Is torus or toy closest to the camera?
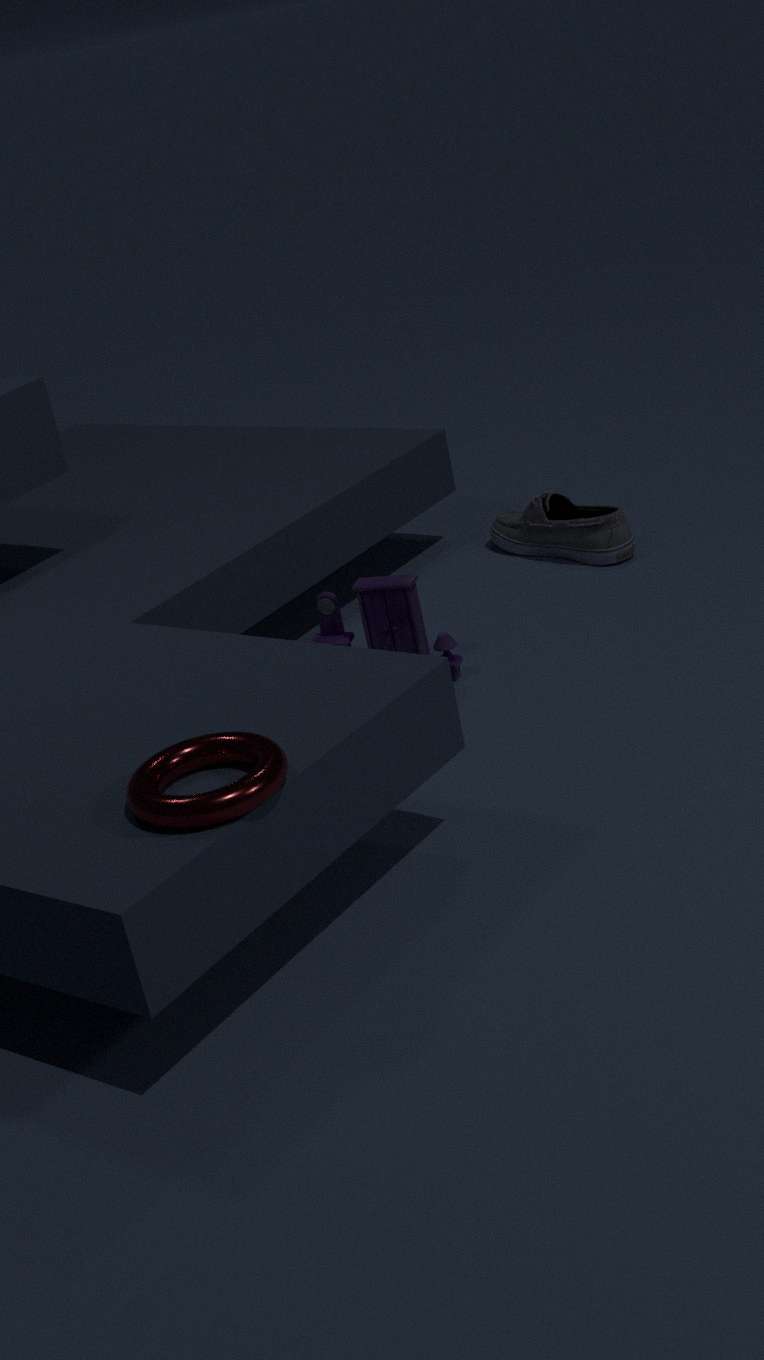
torus
